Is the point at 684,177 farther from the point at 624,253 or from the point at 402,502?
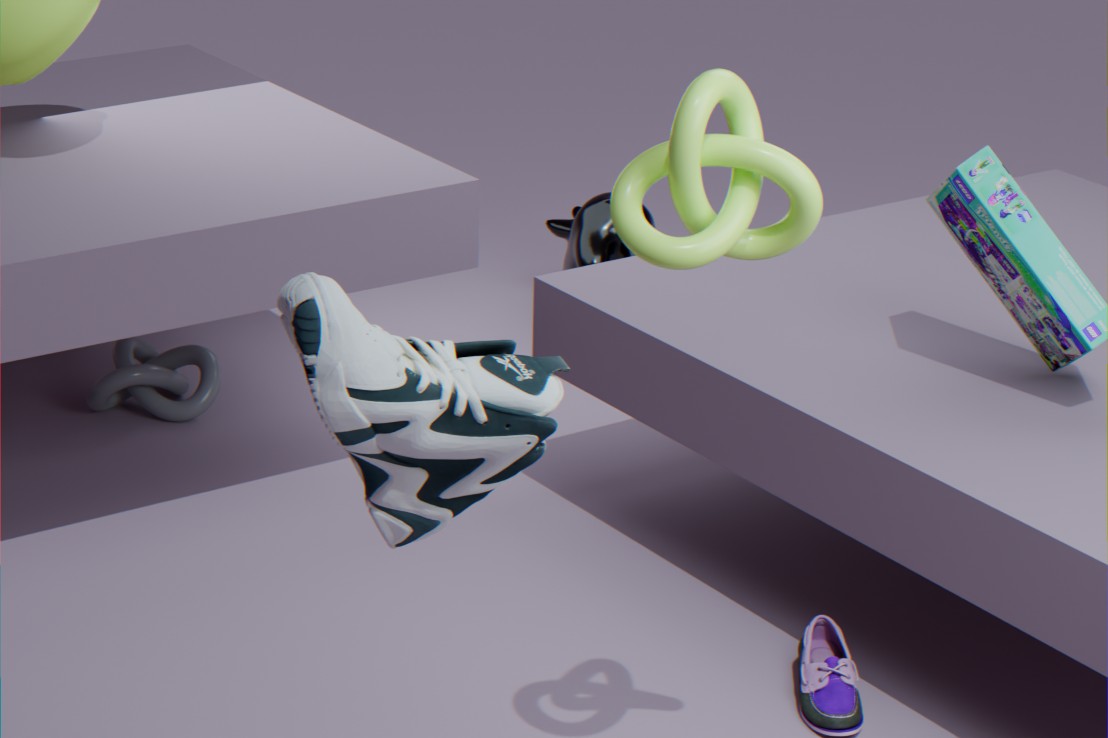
the point at 624,253
